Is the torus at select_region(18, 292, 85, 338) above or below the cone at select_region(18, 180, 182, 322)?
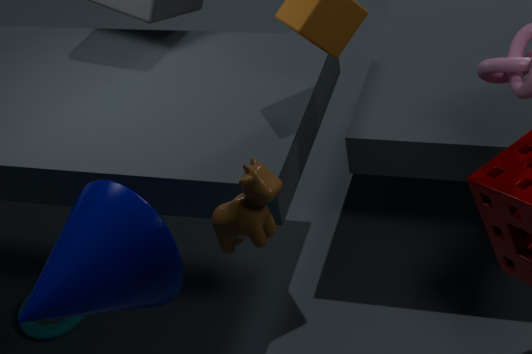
below
